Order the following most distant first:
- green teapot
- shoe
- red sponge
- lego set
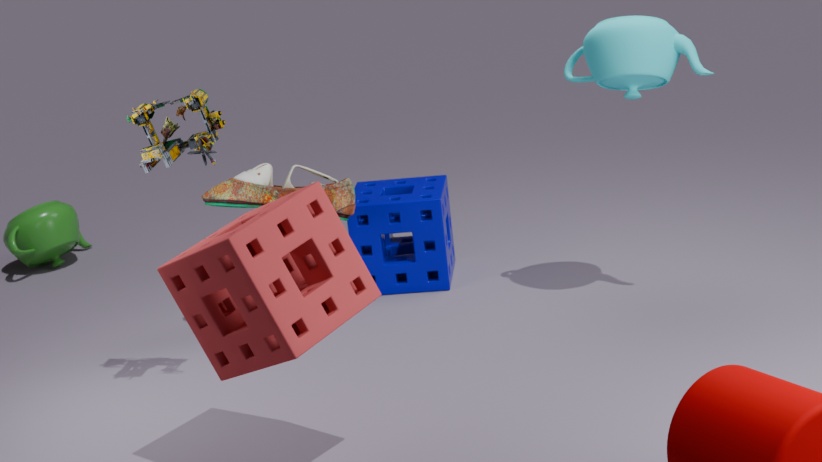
1. green teapot
2. shoe
3. lego set
4. red sponge
